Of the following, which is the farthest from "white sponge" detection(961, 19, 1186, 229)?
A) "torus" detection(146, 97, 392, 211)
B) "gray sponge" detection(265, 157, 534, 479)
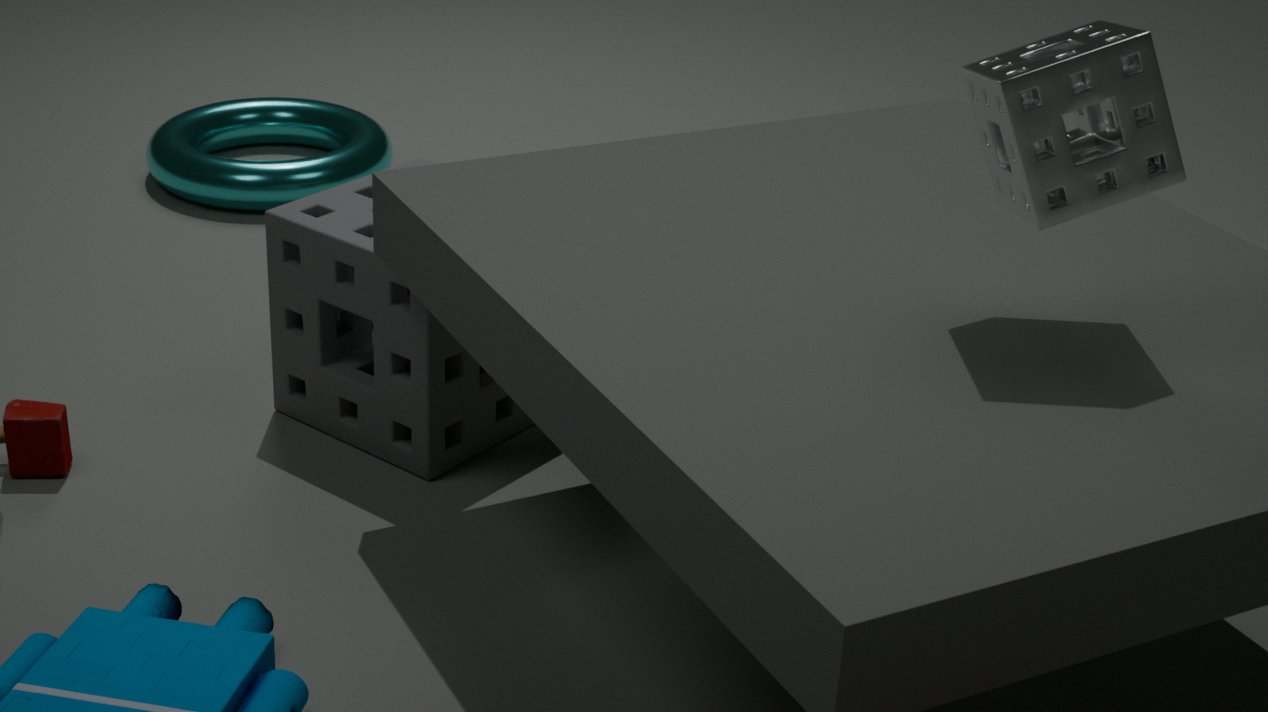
"torus" detection(146, 97, 392, 211)
